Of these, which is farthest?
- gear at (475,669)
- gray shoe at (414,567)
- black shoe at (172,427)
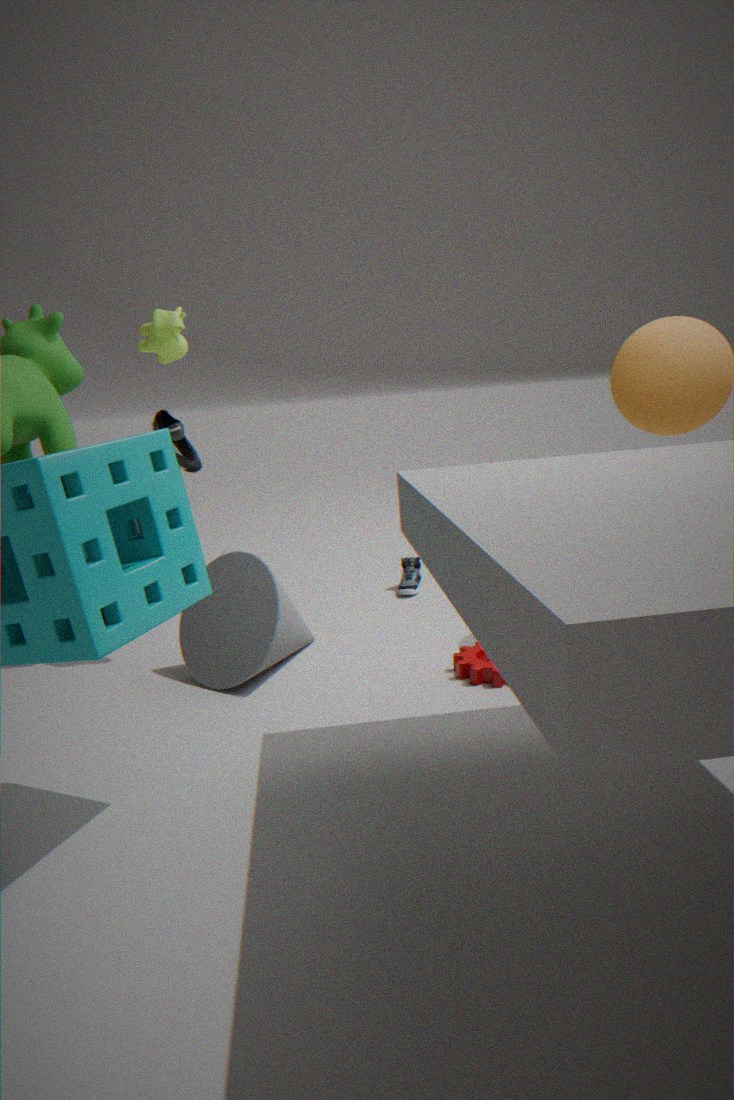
gray shoe at (414,567)
